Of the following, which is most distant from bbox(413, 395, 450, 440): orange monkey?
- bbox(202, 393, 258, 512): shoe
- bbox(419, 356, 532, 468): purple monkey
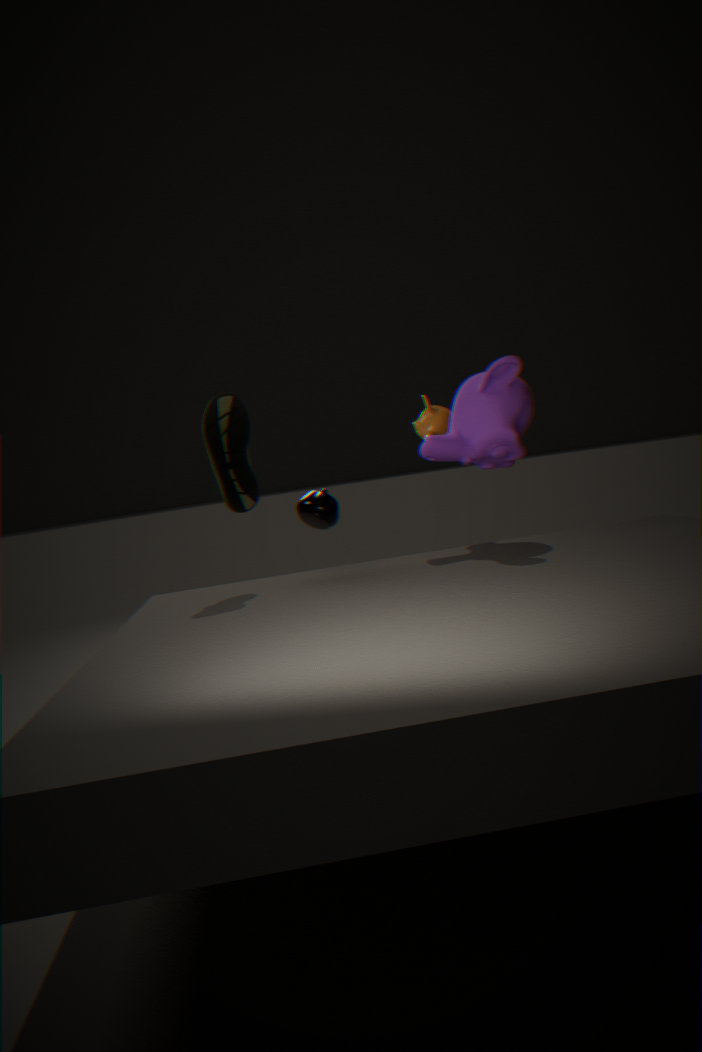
bbox(202, 393, 258, 512): shoe
